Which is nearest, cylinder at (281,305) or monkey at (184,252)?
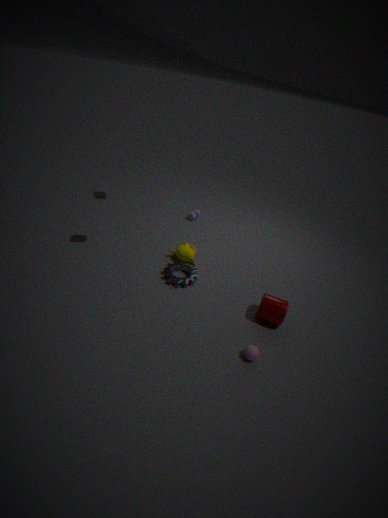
cylinder at (281,305)
